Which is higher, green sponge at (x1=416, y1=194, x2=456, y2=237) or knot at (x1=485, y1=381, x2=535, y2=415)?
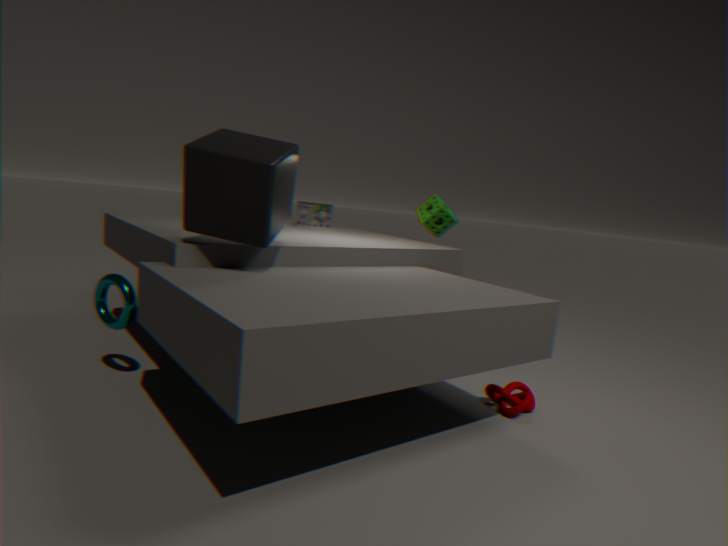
green sponge at (x1=416, y1=194, x2=456, y2=237)
